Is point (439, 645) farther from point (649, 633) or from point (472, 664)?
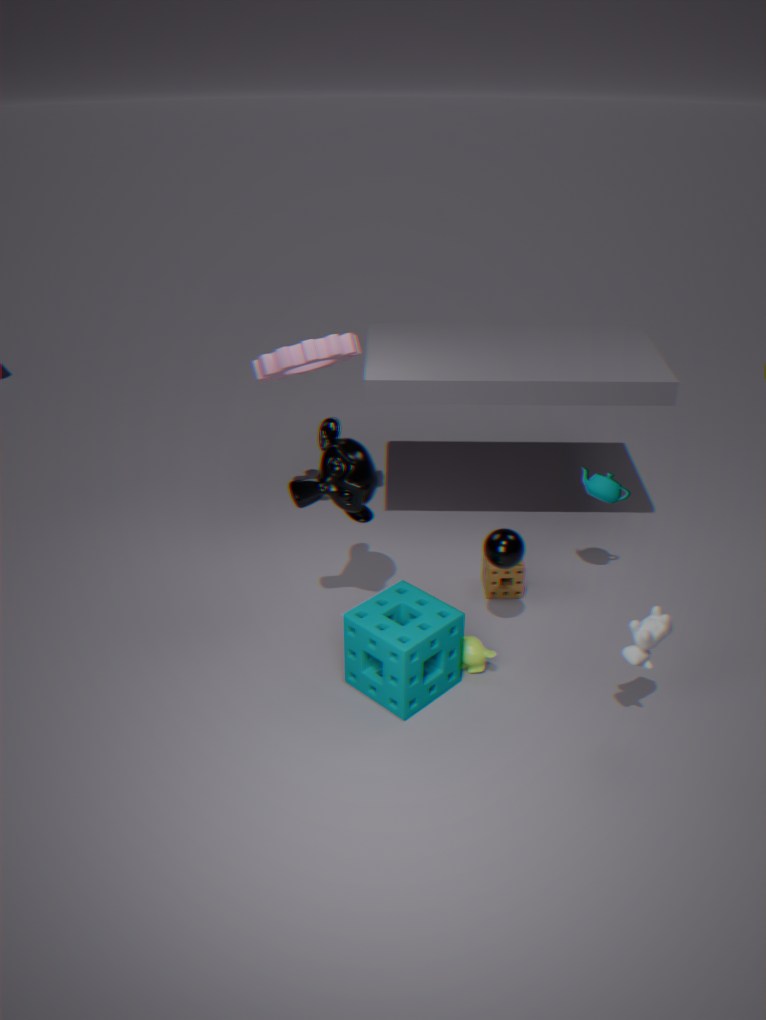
point (649, 633)
